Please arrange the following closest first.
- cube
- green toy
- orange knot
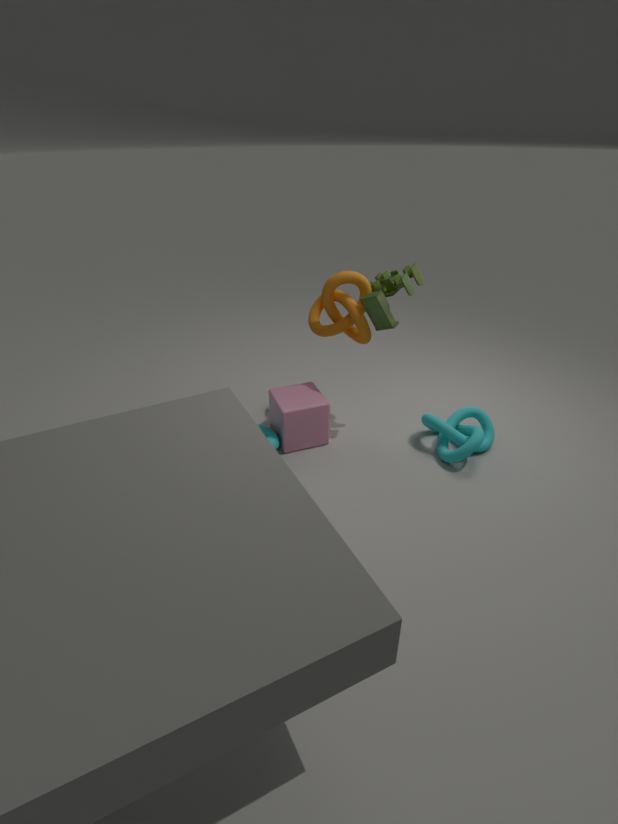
green toy, orange knot, cube
